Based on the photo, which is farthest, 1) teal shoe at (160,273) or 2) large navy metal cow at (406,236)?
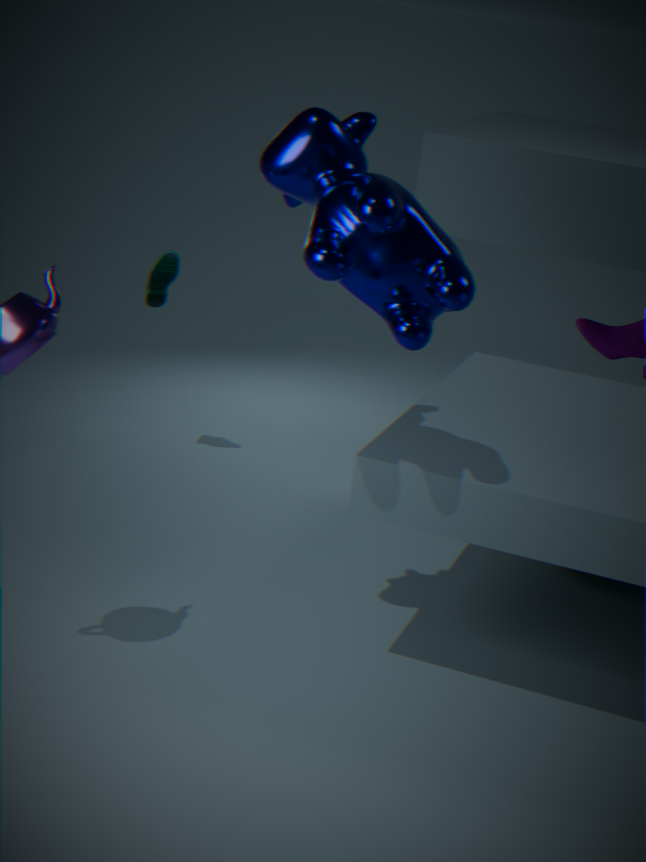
1. teal shoe at (160,273)
